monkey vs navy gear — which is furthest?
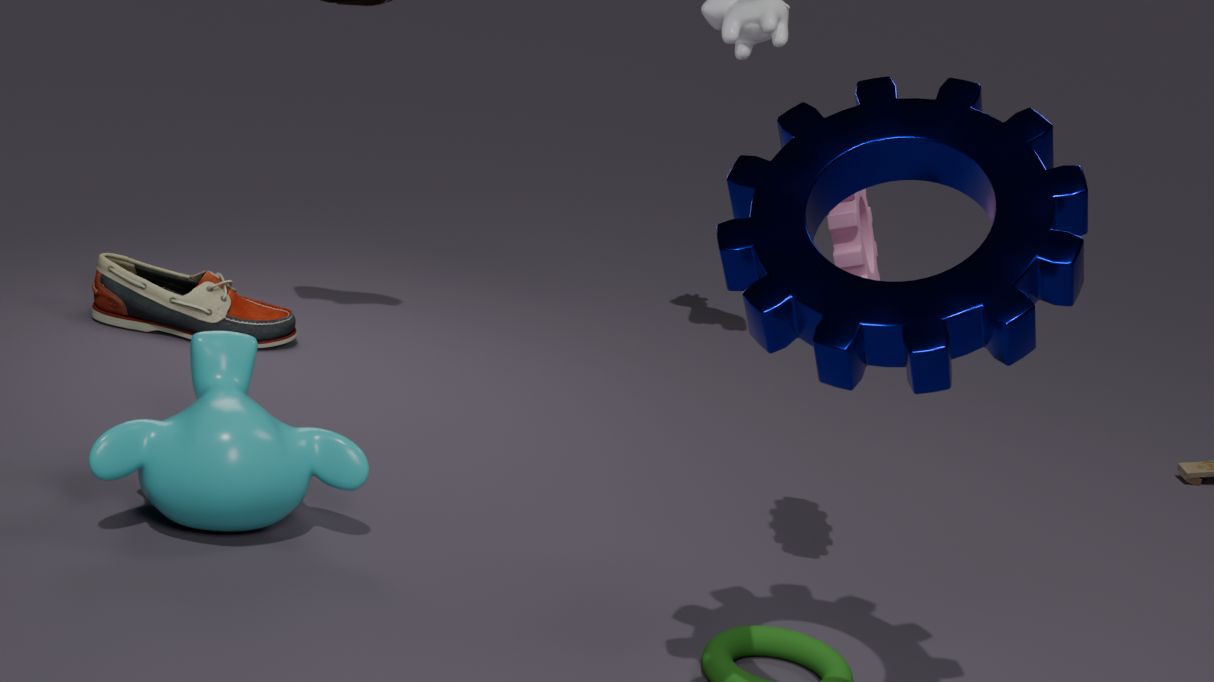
monkey
